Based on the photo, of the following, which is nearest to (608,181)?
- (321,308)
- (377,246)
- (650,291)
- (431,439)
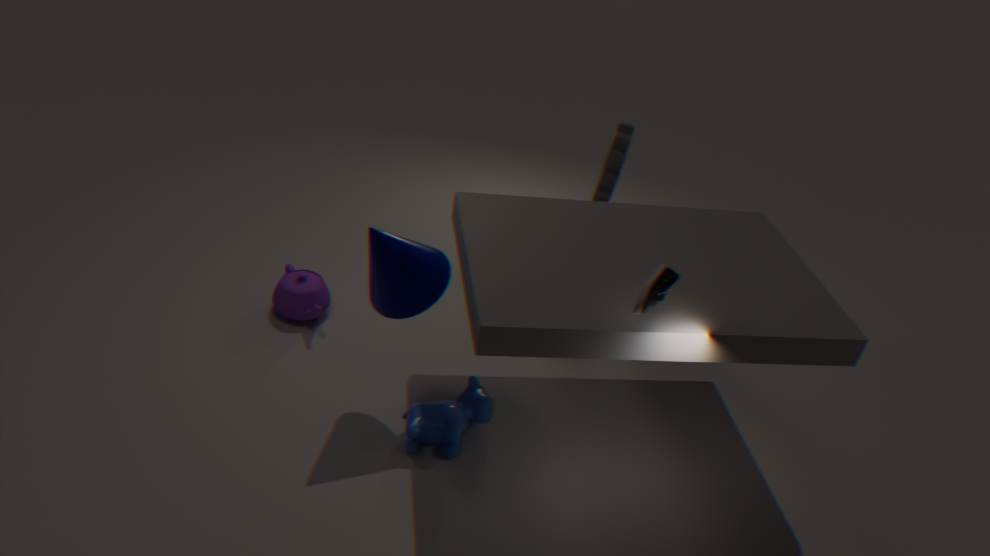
(650,291)
